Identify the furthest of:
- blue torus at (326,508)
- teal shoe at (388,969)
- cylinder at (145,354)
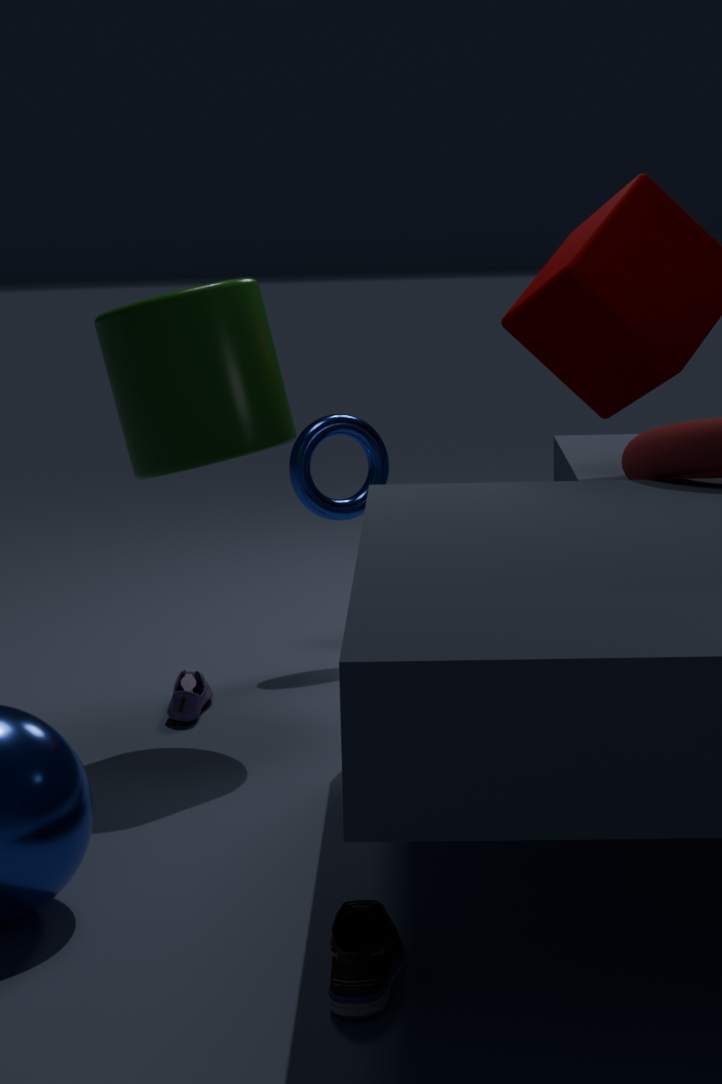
blue torus at (326,508)
